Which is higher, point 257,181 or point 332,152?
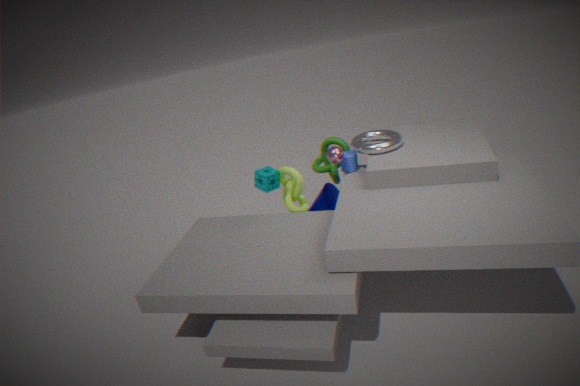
point 332,152
